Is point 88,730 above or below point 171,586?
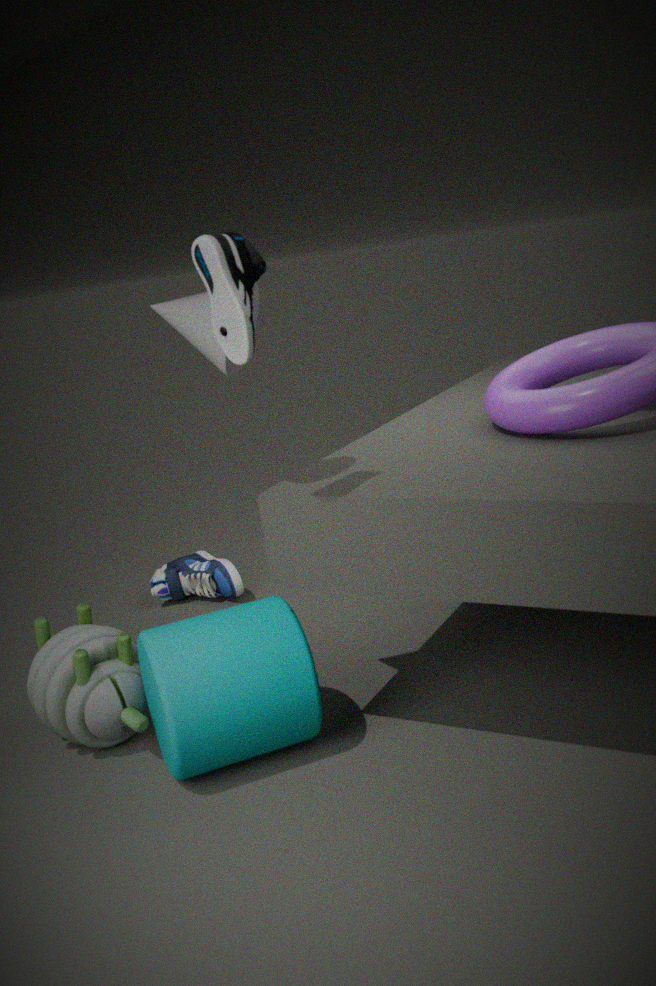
above
